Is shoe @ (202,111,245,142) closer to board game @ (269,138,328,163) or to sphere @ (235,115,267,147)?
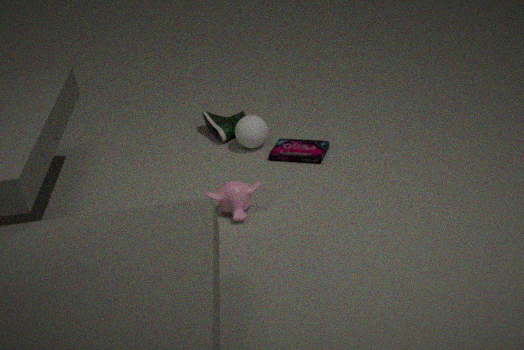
sphere @ (235,115,267,147)
